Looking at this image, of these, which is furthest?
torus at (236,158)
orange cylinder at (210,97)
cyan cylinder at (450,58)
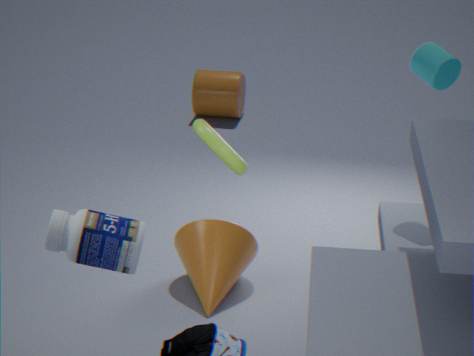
orange cylinder at (210,97)
